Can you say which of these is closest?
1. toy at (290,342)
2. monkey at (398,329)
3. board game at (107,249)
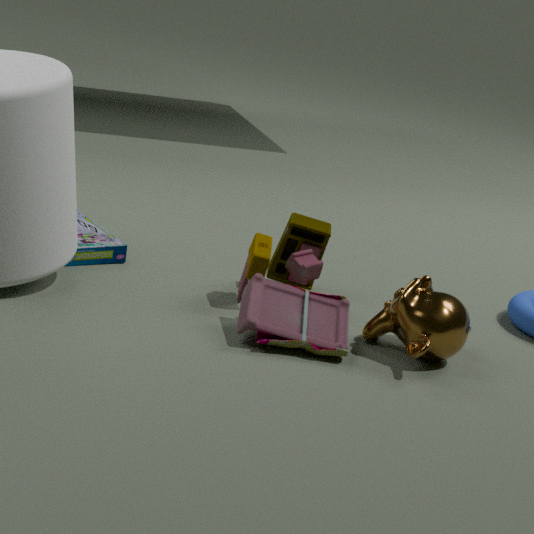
toy at (290,342)
